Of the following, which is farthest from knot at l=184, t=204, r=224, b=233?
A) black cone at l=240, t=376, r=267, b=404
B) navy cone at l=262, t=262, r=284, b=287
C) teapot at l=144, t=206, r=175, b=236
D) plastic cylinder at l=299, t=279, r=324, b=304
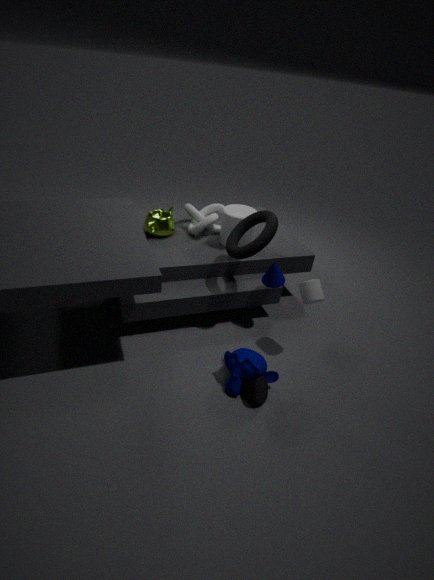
black cone at l=240, t=376, r=267, b=404
